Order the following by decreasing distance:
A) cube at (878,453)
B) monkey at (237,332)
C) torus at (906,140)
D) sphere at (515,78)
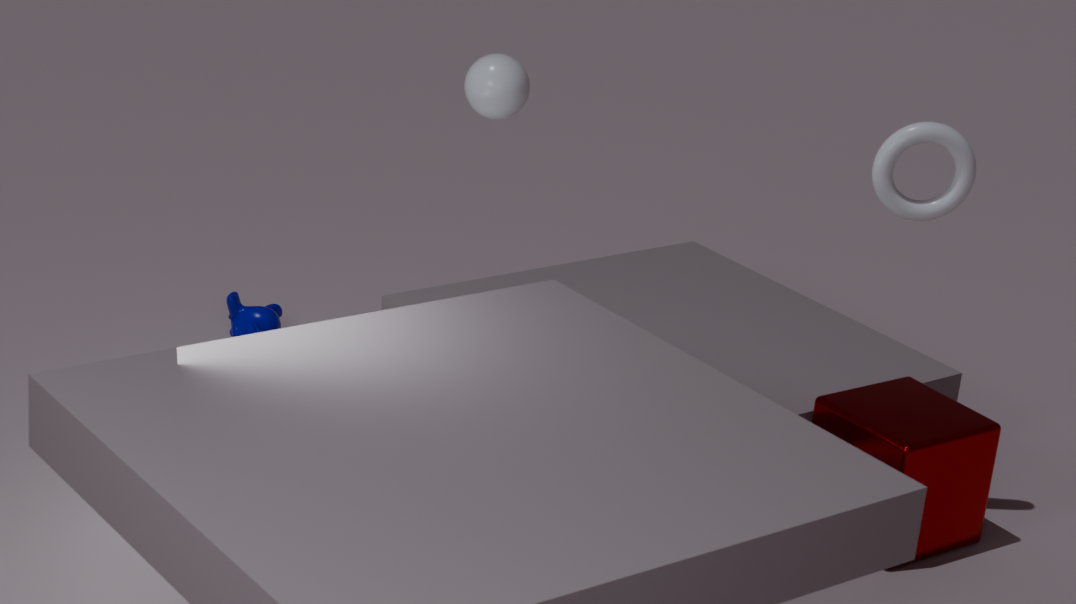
1. monkey at (237,332)
2. sphere at (515,78)
3. cube at (878,453)
4. torus at (906,140)
